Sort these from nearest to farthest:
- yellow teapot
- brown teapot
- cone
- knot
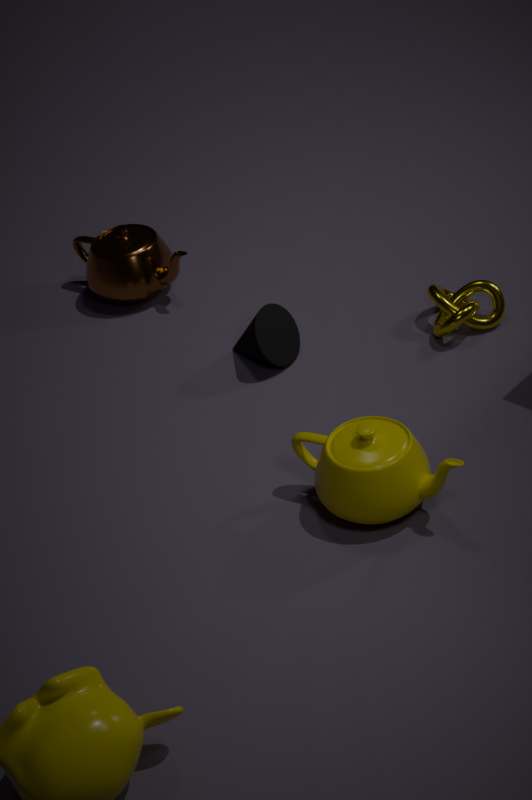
1. yellow teapot
2. knot
3. cone
4. brown teapot
